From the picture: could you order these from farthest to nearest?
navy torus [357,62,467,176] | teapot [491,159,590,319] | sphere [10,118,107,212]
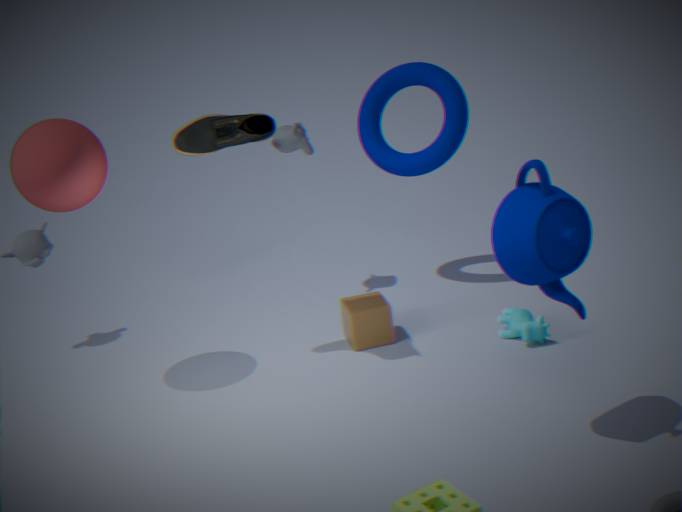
navy torus [357,62,467,176]
sphere [10,118,107,212]
teapot [491,159,590,319]
